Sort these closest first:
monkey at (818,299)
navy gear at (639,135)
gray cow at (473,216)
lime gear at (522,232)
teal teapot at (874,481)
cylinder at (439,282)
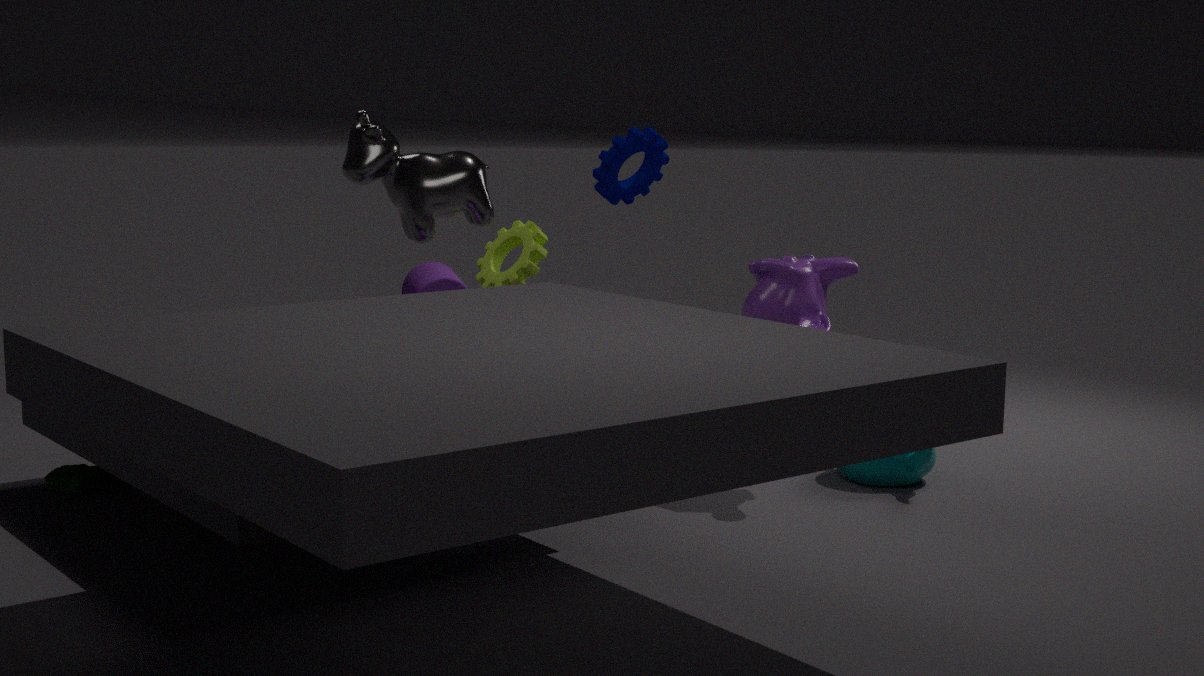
cylinder at (439,282) < monkey at (818,299) < gray cow at (473,216) < teal teapot at (874,481) < navy gear at (639,135) < lime gear at (522,232)
